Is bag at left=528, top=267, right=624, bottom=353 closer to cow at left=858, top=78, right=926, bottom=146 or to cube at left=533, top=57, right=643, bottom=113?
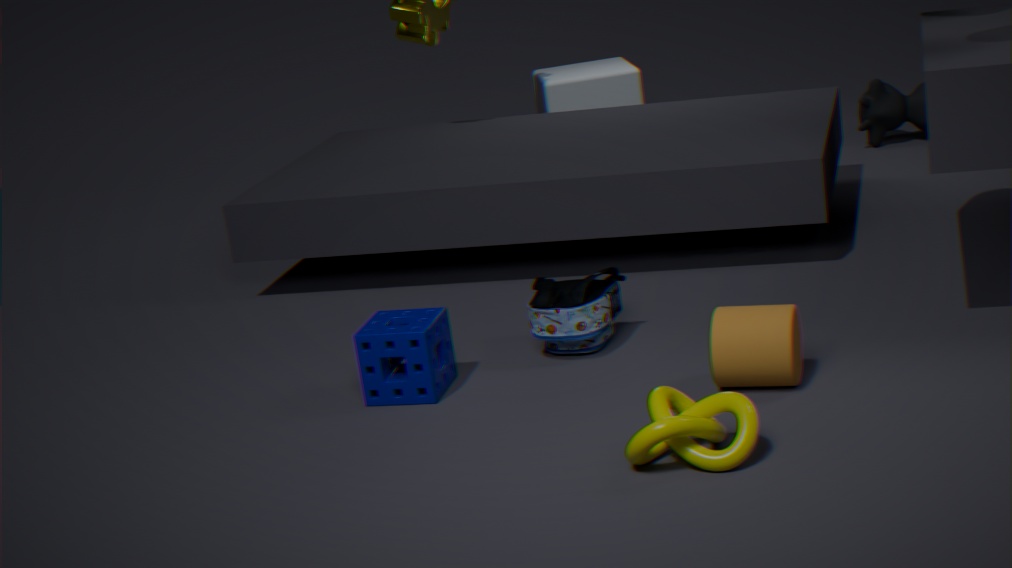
cube at left=533, top=57, right=643, bottom=113
